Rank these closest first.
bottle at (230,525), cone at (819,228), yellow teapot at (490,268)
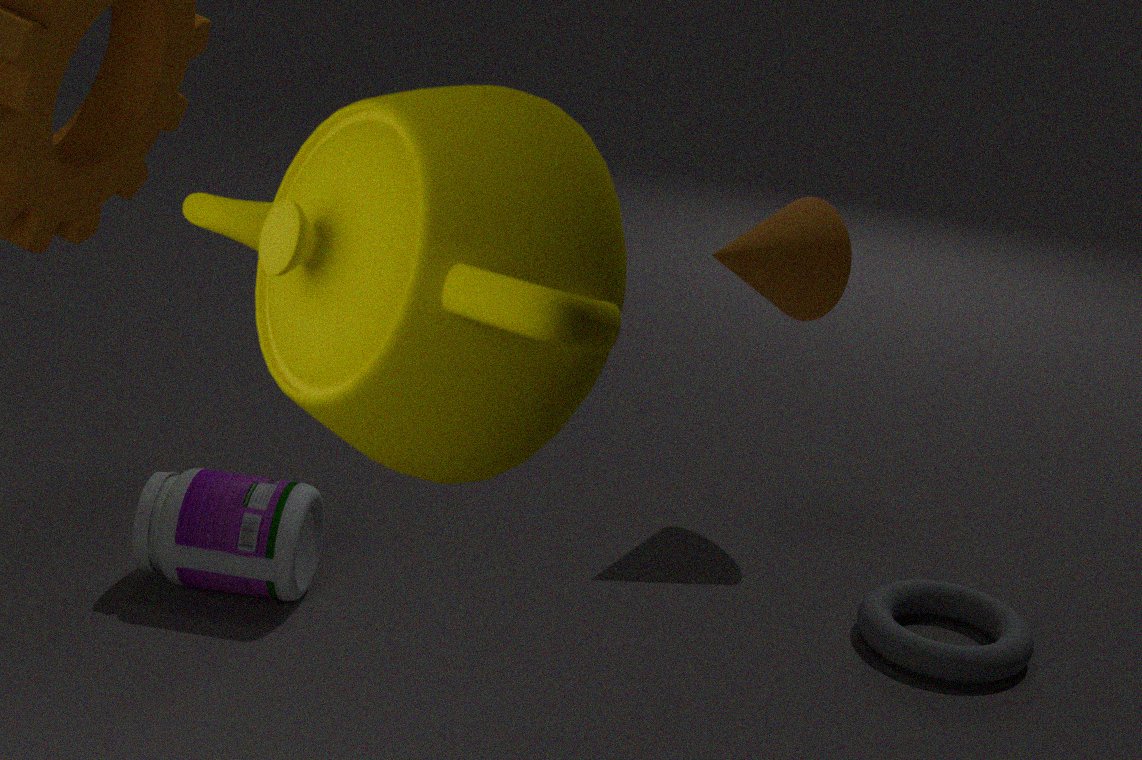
yellow teapot at (490,268) → bottle at (230,525) → cone at (819,228)
